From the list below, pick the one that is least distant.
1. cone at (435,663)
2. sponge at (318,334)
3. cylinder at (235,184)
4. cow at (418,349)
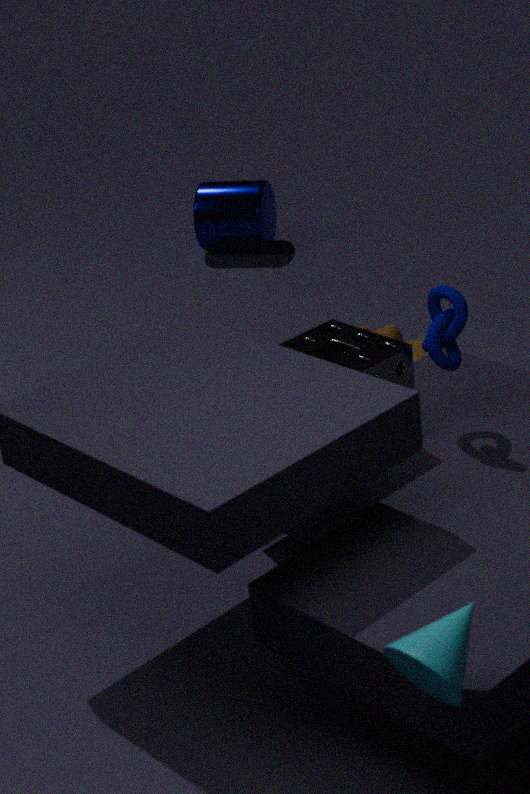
cone at (435,663)
